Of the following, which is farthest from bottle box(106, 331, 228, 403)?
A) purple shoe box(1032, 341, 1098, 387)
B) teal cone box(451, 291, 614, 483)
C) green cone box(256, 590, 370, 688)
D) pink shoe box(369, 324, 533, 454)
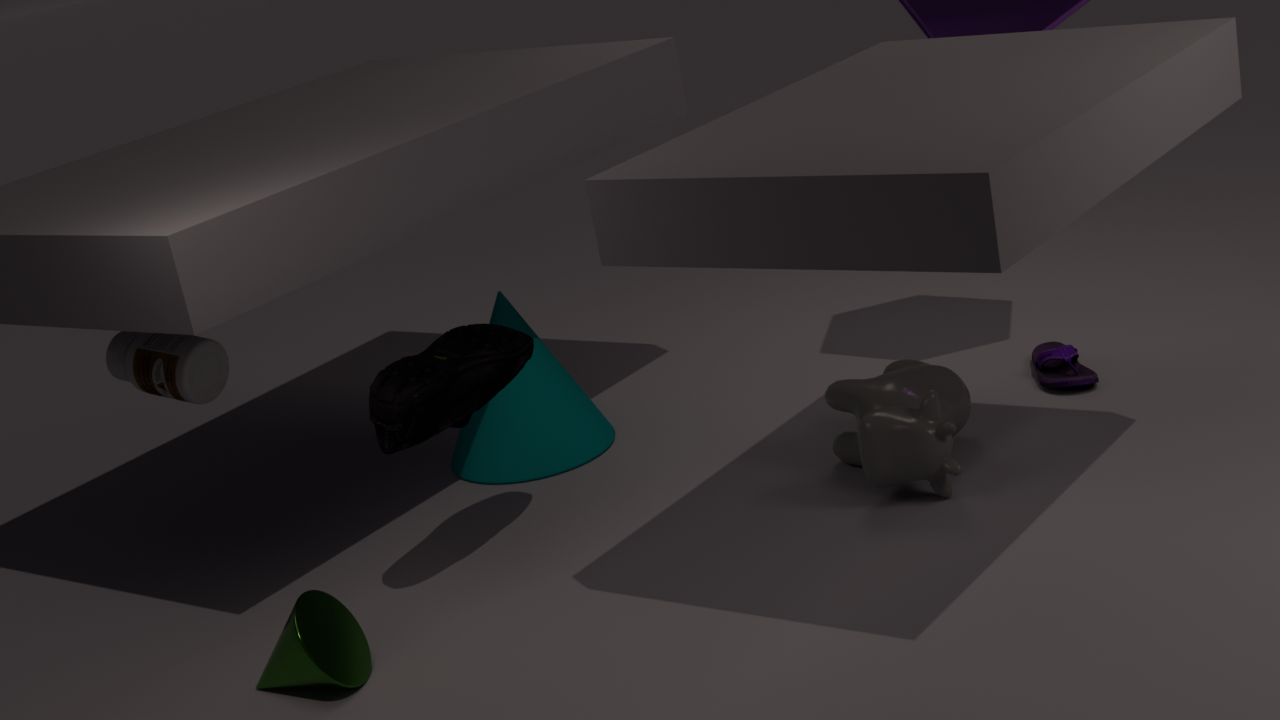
purple shoe box(1032, 341, 1098, 387)
